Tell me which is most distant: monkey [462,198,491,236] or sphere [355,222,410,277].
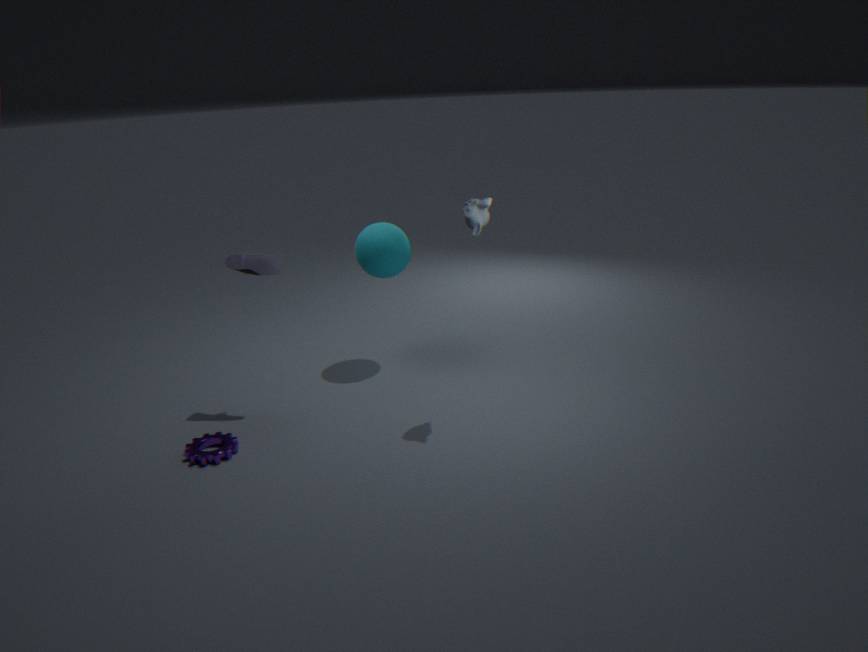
sphere [355,222,410,277]
